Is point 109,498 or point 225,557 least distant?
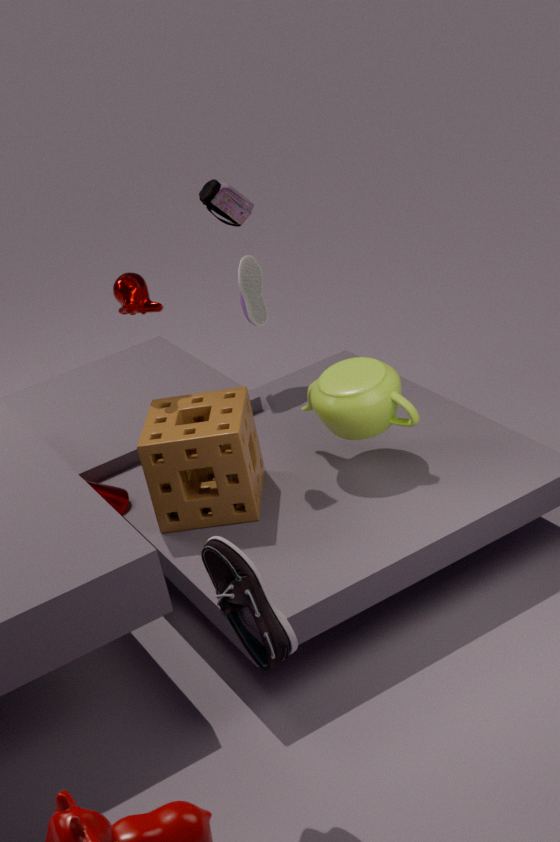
point 225,557
